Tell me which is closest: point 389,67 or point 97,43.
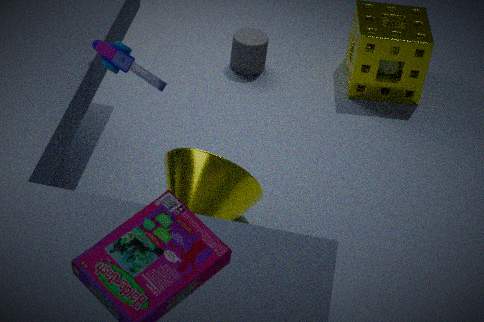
point 97,43
